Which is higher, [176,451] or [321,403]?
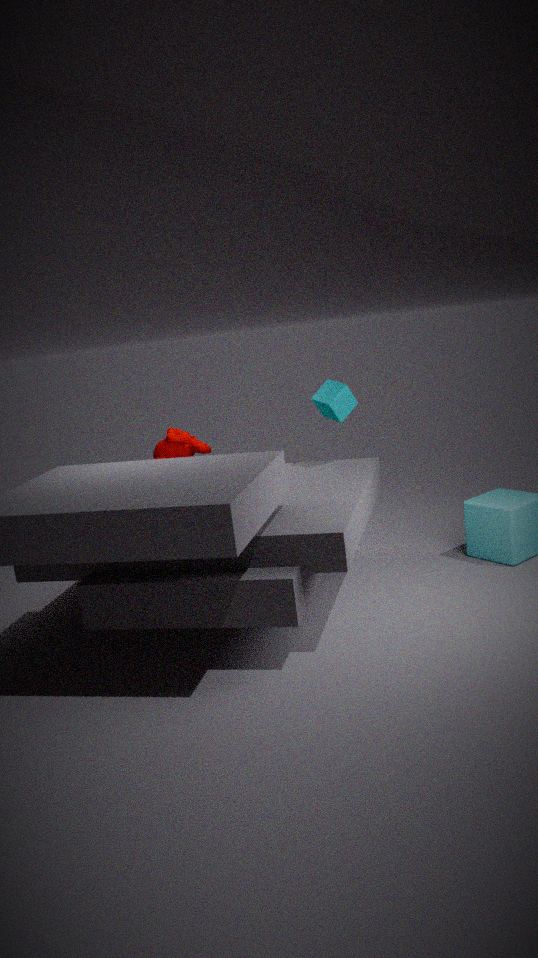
[321,403]
